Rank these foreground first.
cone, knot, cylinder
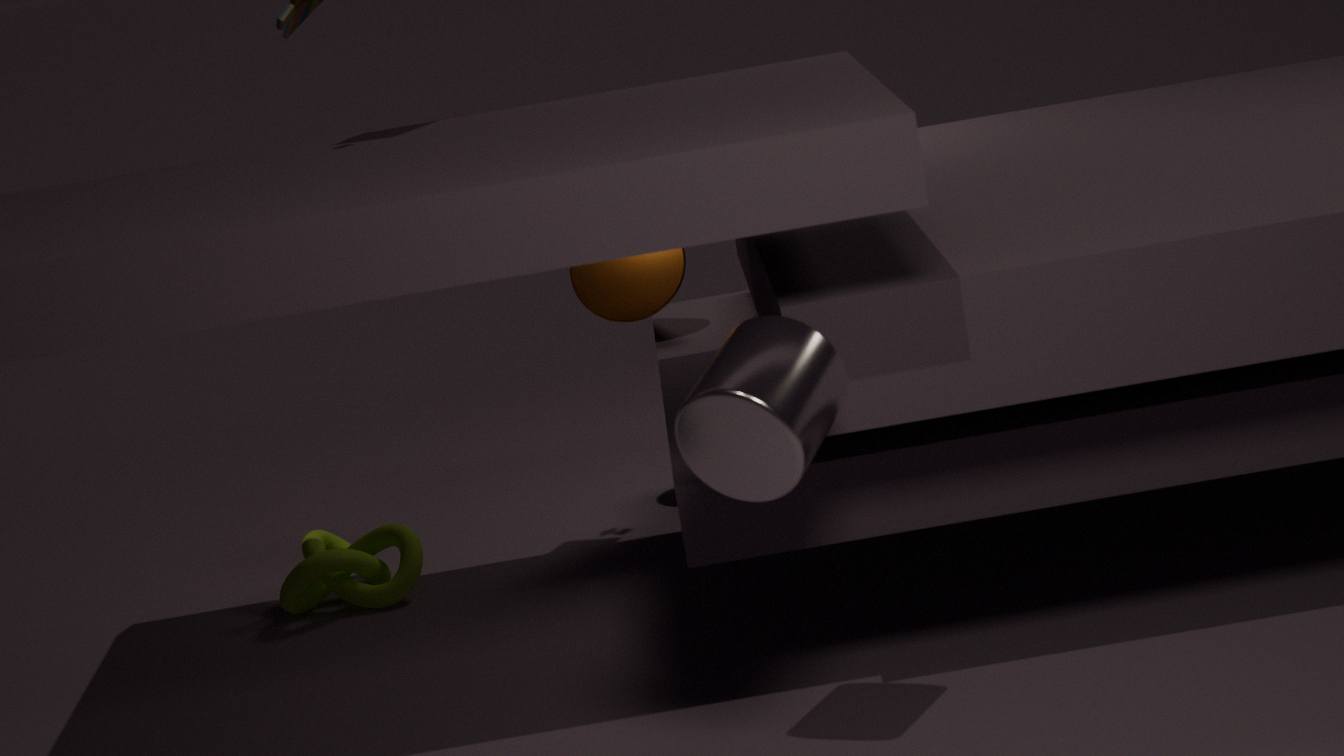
cylinder
knot
cone
